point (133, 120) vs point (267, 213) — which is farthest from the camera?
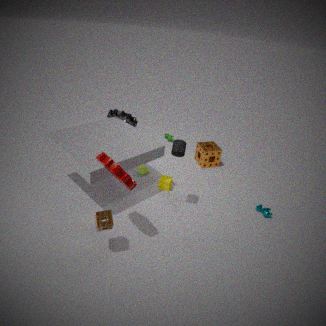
point (133, 120)
